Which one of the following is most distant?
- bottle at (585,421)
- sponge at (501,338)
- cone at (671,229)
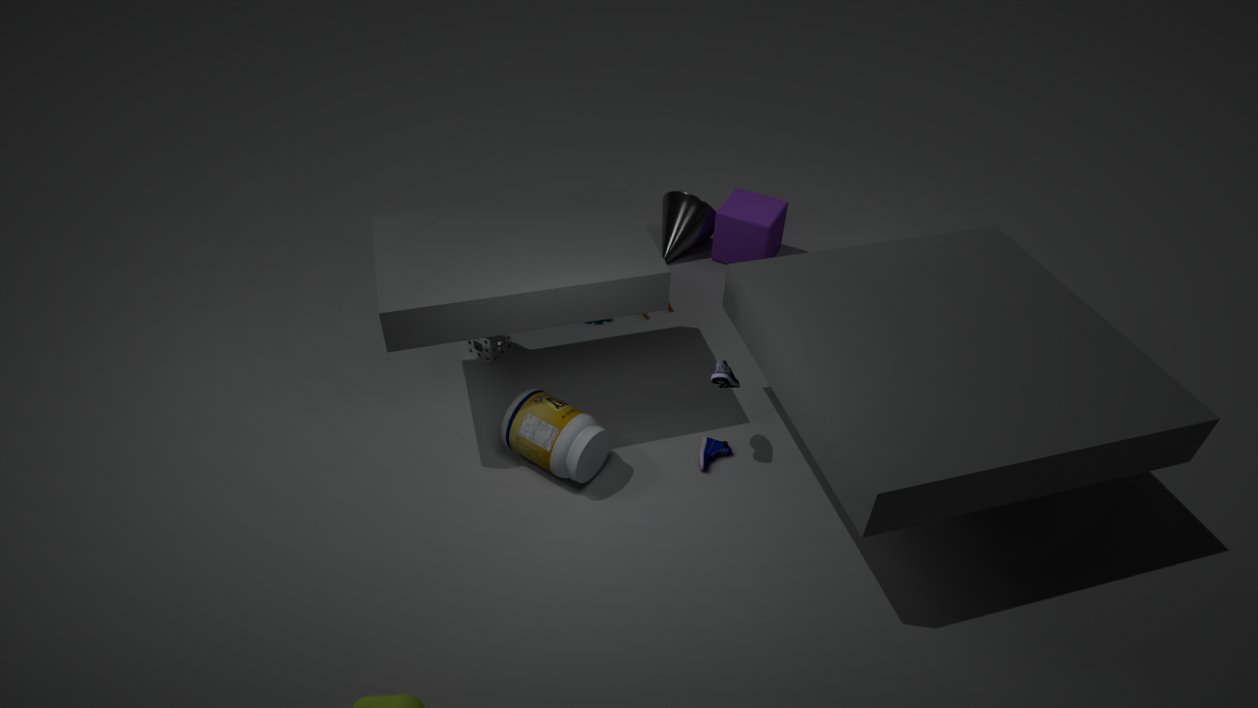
cone at (671,229)
